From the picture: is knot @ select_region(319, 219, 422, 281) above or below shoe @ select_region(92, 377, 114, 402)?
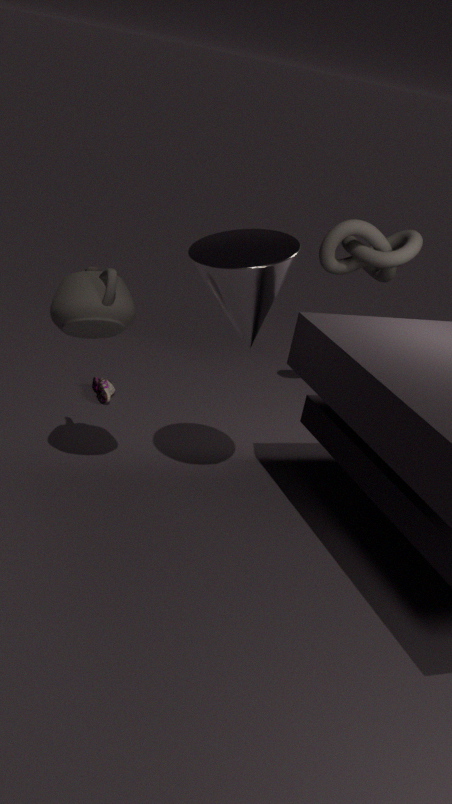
above
